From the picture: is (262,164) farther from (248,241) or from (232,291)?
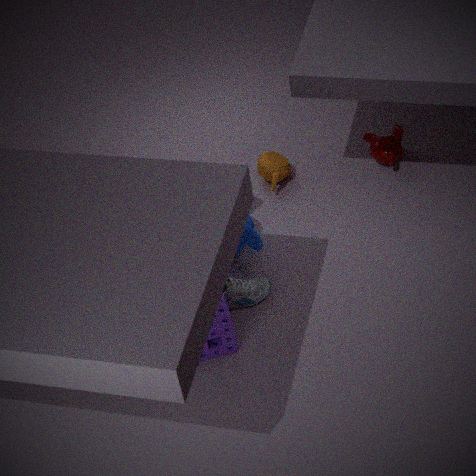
(232,291)
